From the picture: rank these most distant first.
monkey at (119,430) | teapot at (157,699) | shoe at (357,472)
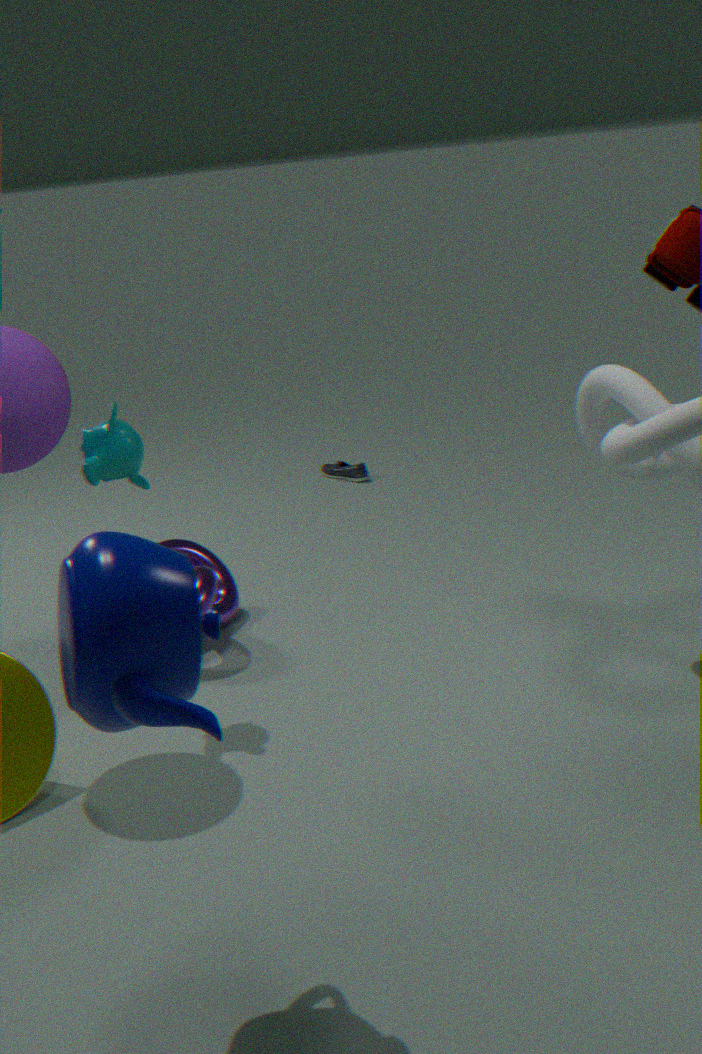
shoe at (357,472) → monkey at (119,430) → teapot at (157,699)
